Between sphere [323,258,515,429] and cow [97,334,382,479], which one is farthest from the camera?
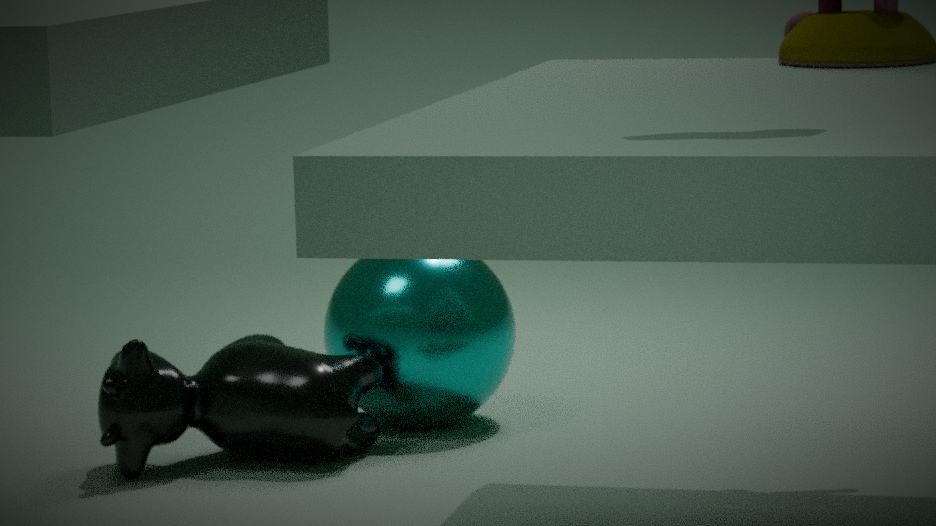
sphere [323,258,515,429]
